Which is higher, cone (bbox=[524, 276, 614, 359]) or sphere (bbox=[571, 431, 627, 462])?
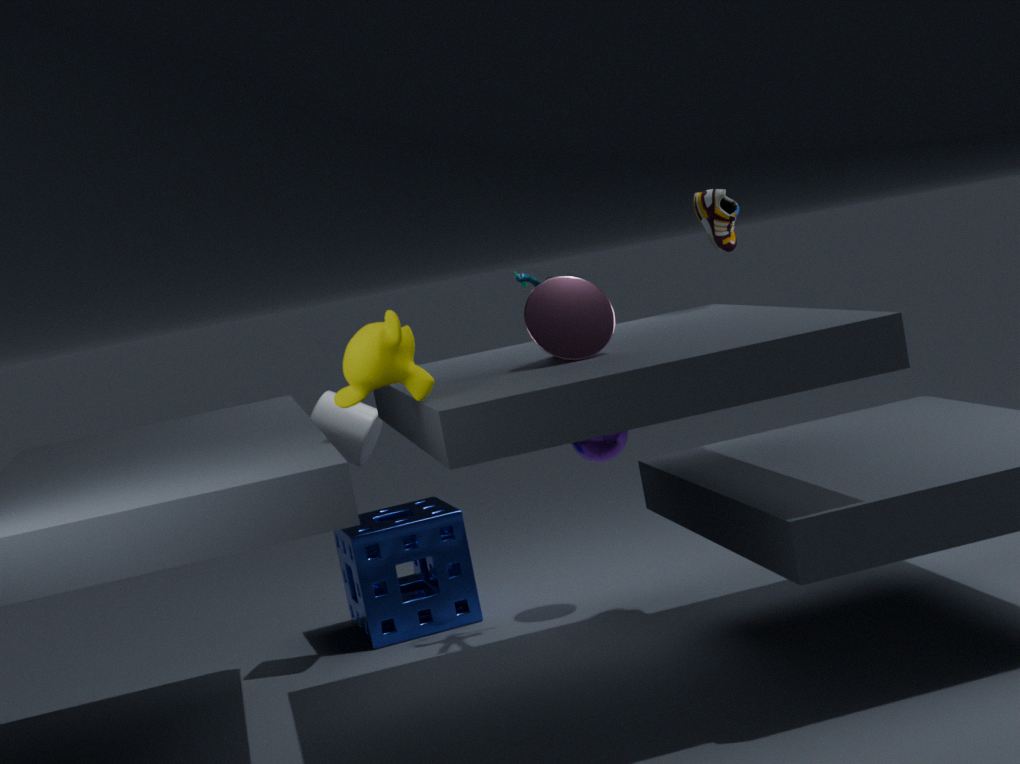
cone (bbox=[524, 276, 614, 359])
